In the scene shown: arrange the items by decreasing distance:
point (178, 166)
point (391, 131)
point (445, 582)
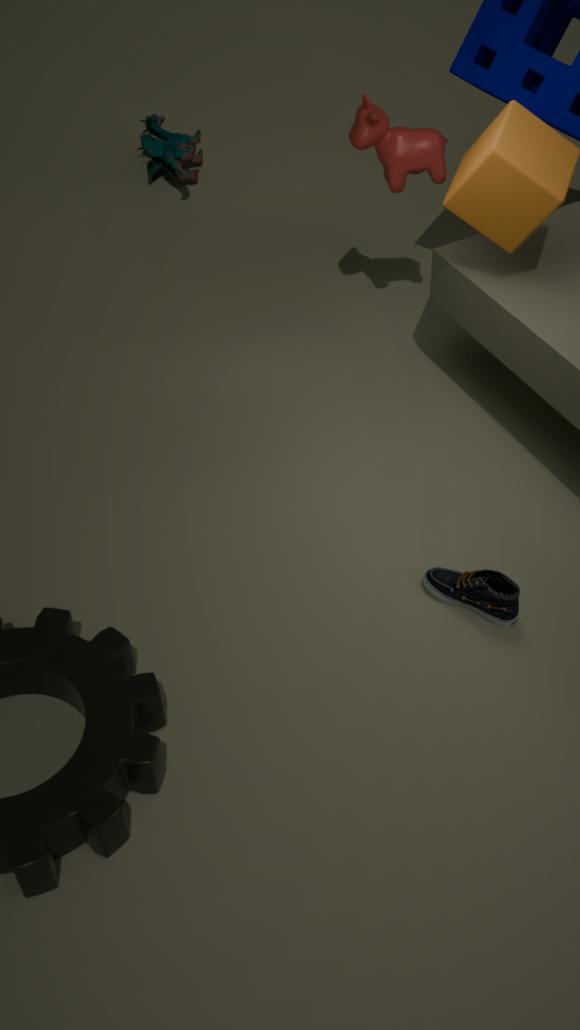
1. point (178, 166)
2. point (391, 131)
3. point (445, 582)
